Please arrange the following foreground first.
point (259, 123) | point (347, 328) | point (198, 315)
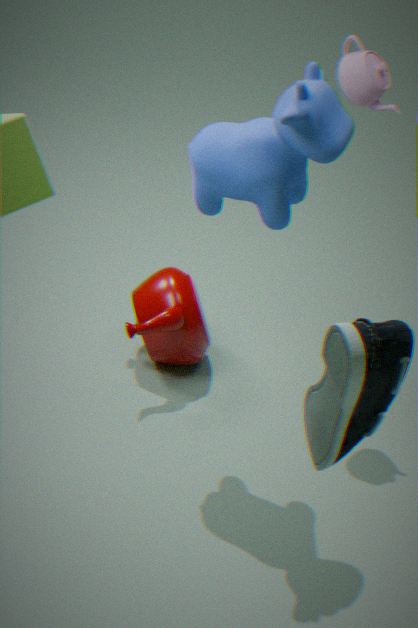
point (347, 328) → point (259, 123) → point (198, 315)
